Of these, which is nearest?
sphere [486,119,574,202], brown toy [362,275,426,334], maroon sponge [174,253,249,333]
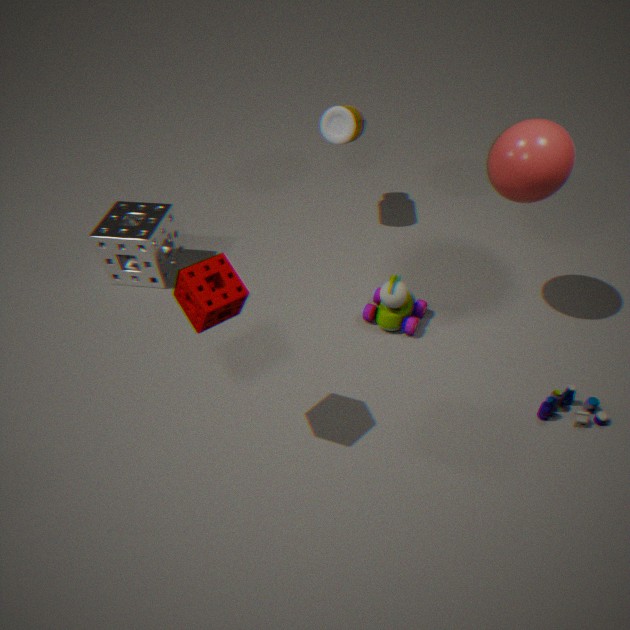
maroon sponge [174,253,249,333]
